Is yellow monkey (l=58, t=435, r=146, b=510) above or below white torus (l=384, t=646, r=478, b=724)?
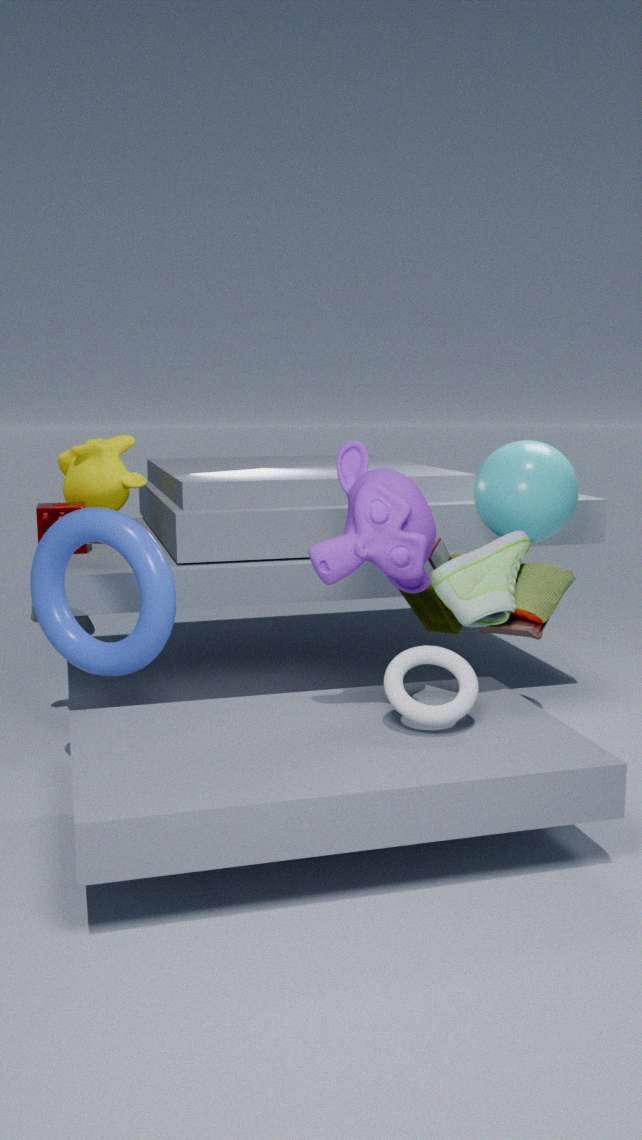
above
